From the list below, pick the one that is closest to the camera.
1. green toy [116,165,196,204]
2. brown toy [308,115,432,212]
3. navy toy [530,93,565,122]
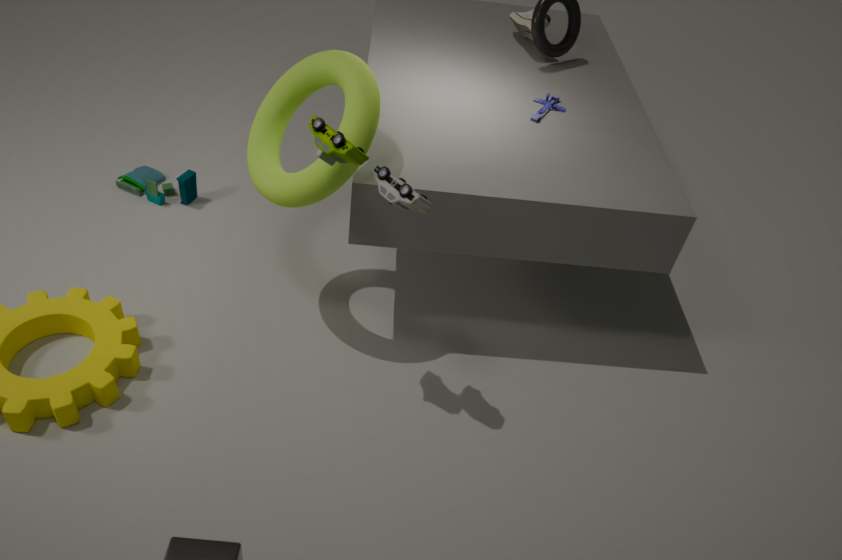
brown toy [308,115,432,212]
